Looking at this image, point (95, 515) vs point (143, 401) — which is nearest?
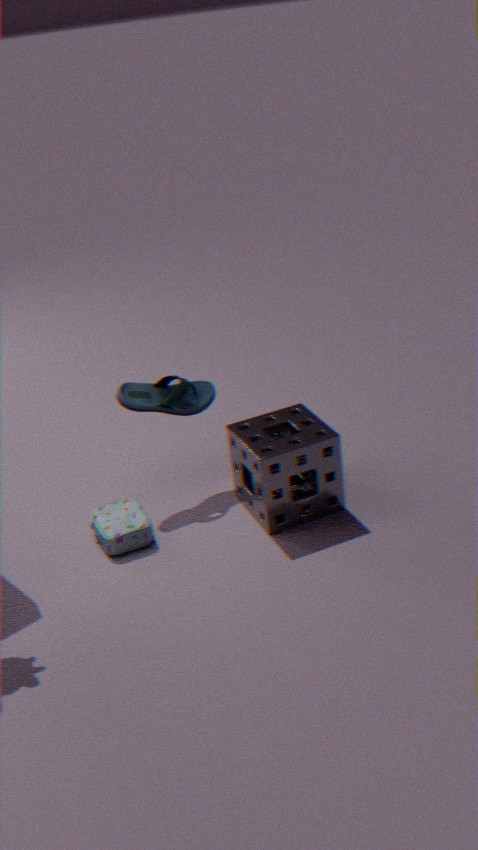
point (95, 515)
